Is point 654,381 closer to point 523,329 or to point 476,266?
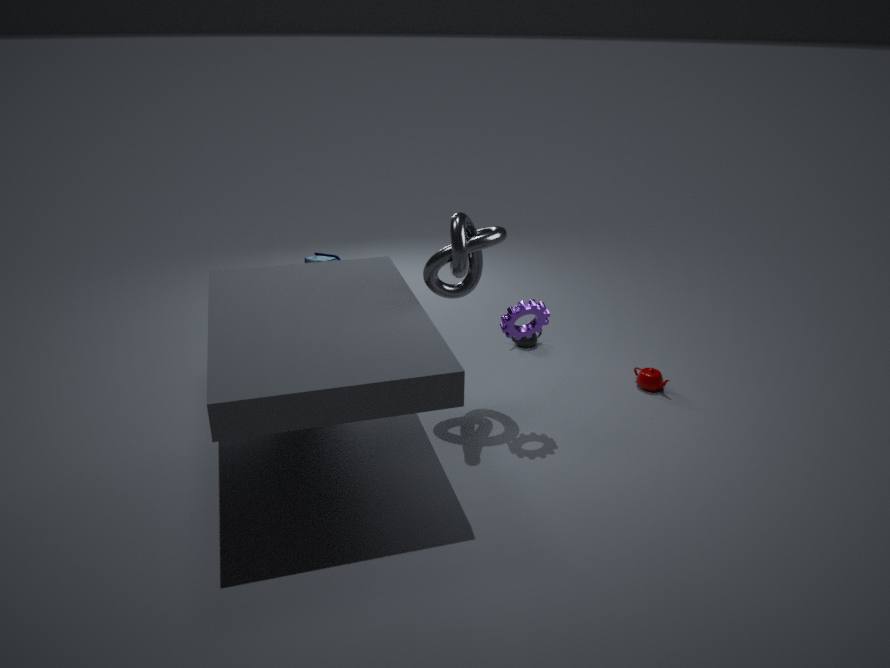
point 523,329
